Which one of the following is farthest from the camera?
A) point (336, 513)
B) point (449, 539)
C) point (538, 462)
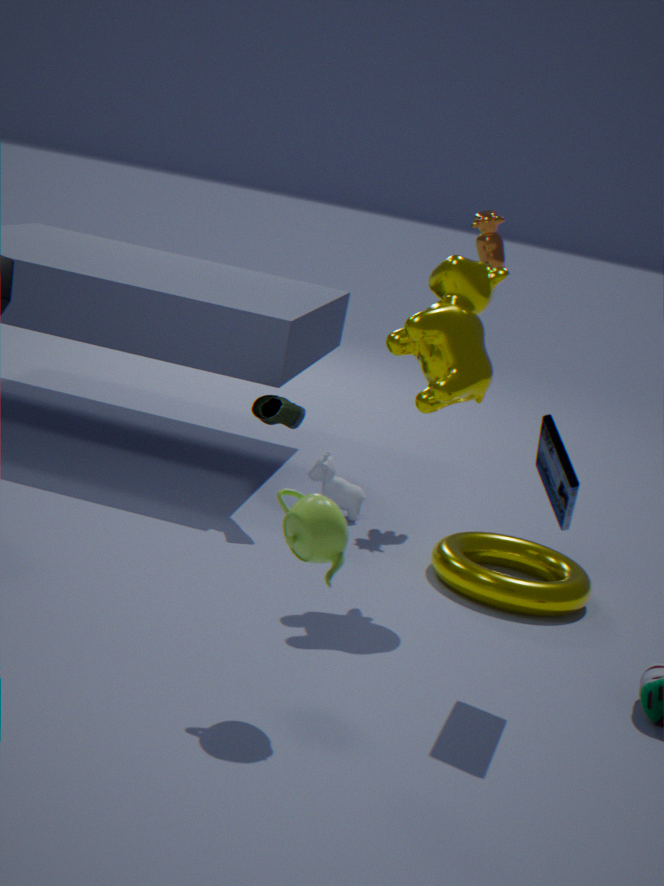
point (449, 539)
